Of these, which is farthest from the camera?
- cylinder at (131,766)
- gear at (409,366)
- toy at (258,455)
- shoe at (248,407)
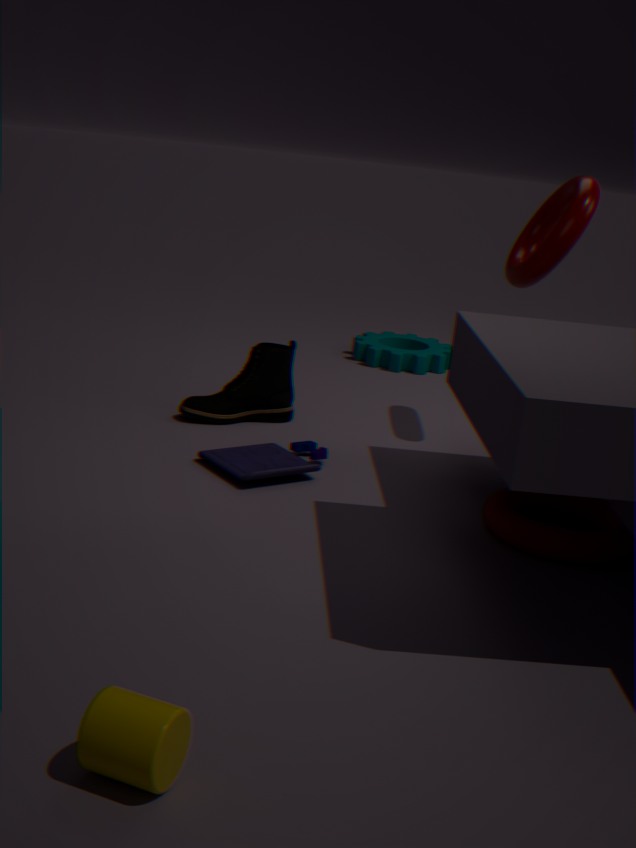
gear at (409,366)
